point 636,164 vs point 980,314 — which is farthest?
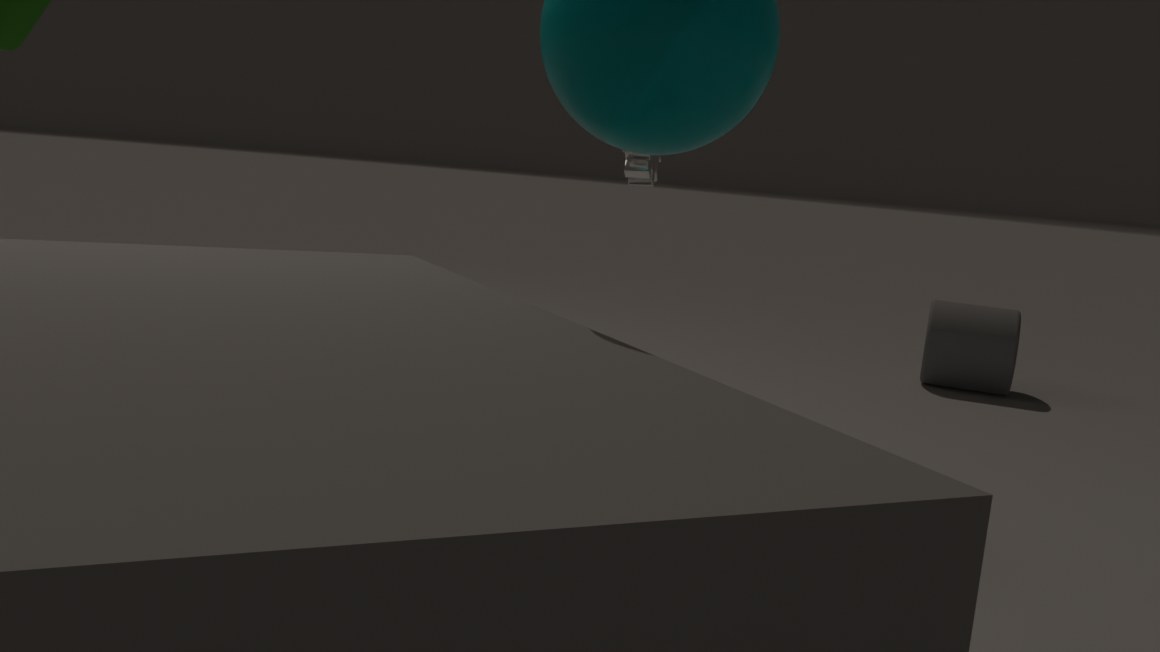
point 980,314
